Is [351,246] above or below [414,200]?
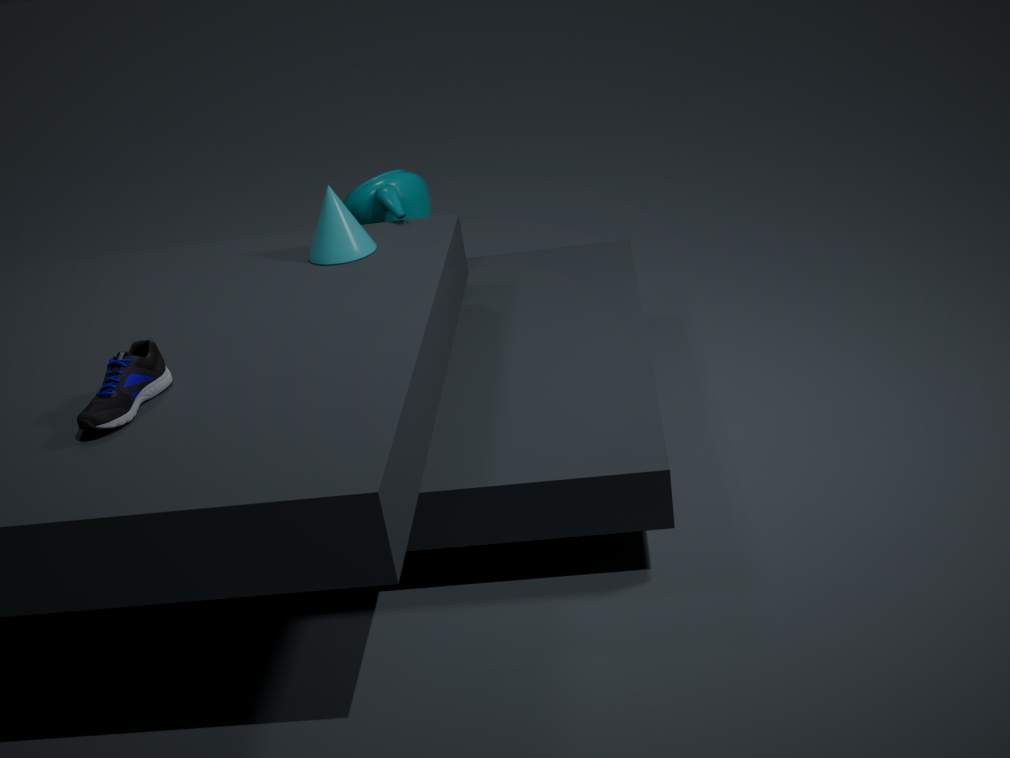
above
